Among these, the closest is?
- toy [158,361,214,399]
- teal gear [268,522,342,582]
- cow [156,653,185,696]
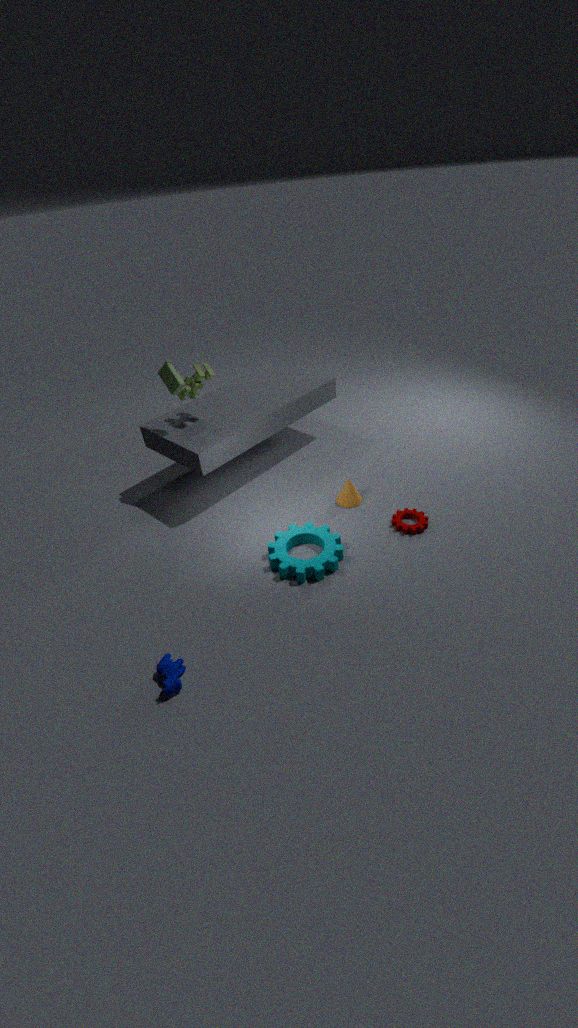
cow [156,653,185,696]
